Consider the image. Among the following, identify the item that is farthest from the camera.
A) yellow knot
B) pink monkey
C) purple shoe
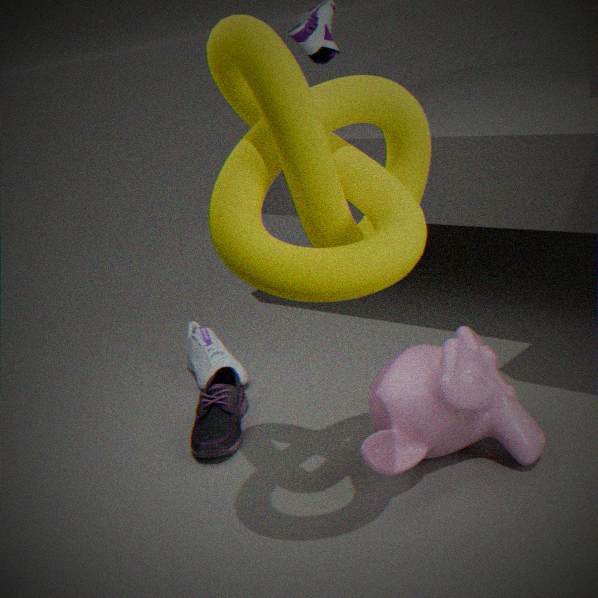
C. purple shoe
